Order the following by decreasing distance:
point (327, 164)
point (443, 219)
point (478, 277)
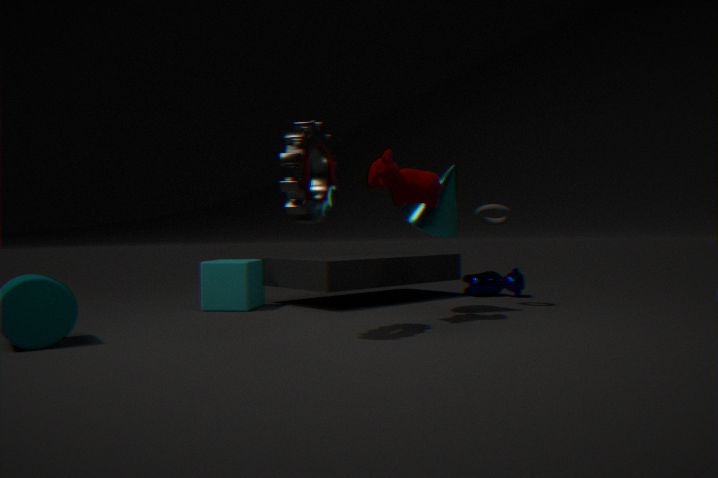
1. point (478, 277)
2. point (443, 219)
3. point (327, 164)
